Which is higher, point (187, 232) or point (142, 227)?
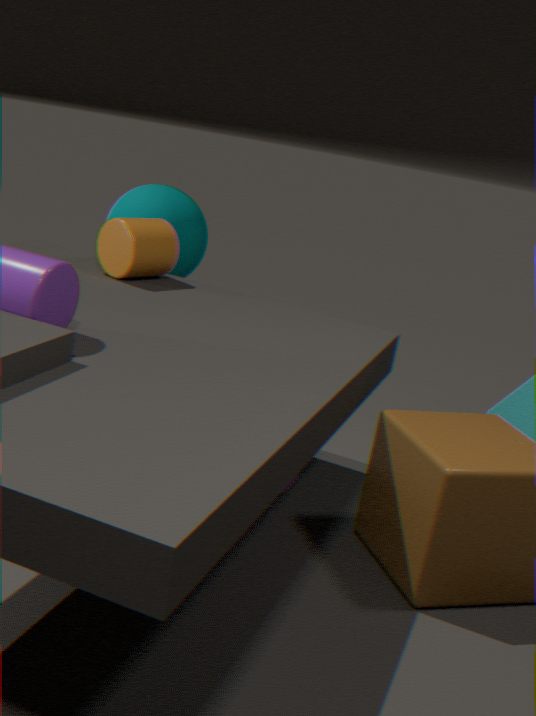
point (142, 227)
